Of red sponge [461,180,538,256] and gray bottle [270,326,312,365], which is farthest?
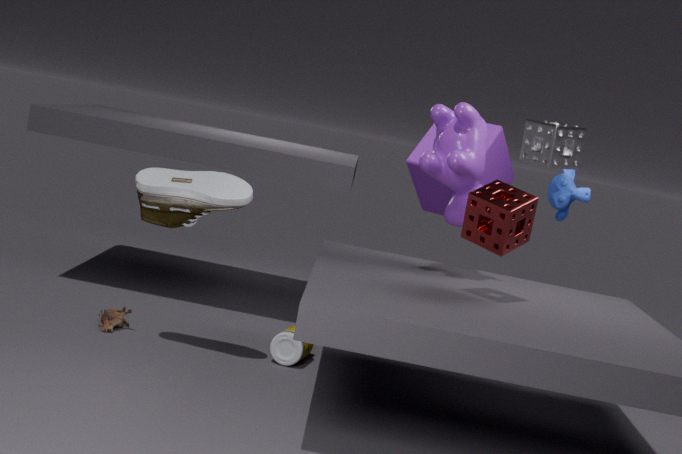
gray bottle [270,326,312,365]
